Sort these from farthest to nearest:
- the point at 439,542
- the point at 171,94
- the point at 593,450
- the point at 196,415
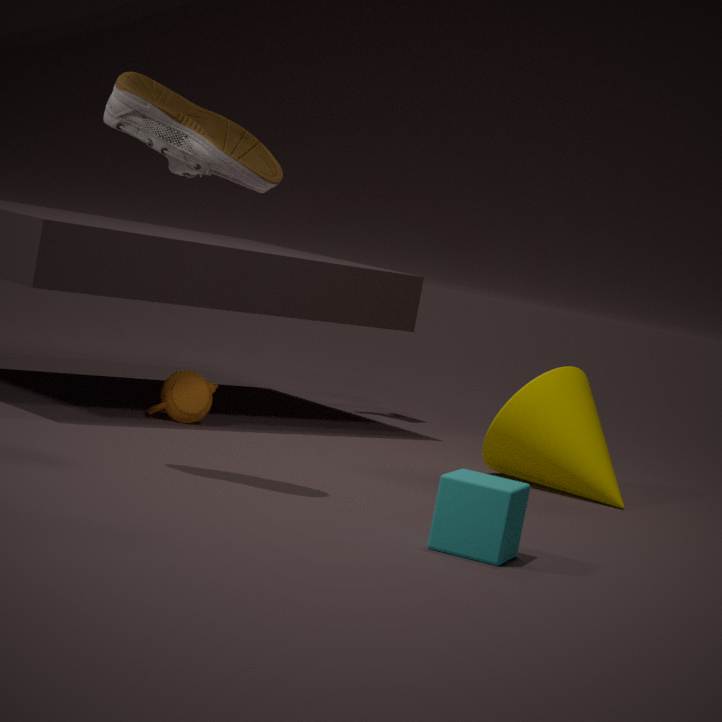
the point at 196,415 < the point at 593,450 < the point at 171,94 < the point at 439,542
